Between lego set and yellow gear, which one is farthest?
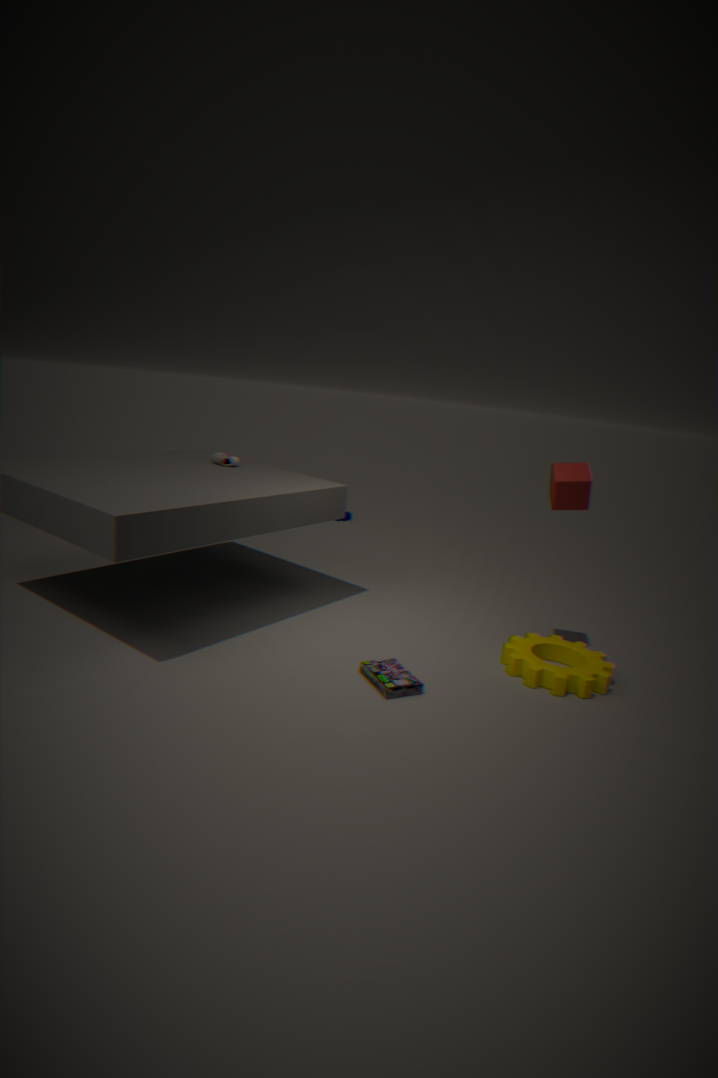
yellow gear
